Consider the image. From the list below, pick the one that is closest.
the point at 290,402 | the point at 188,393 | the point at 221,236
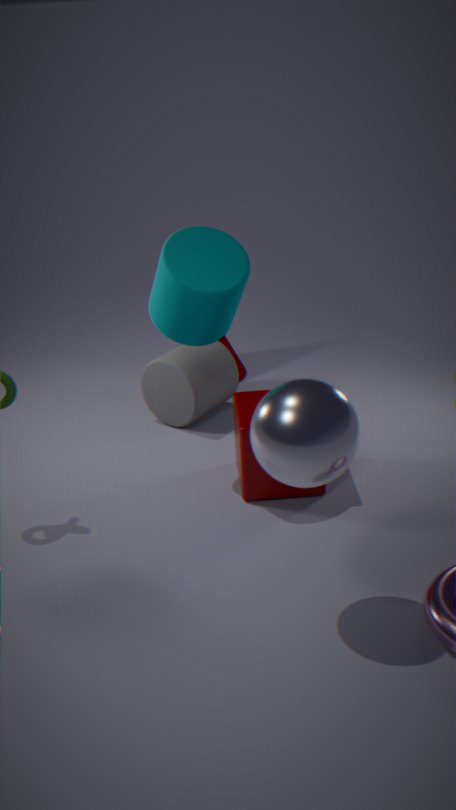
the point at 290,402
